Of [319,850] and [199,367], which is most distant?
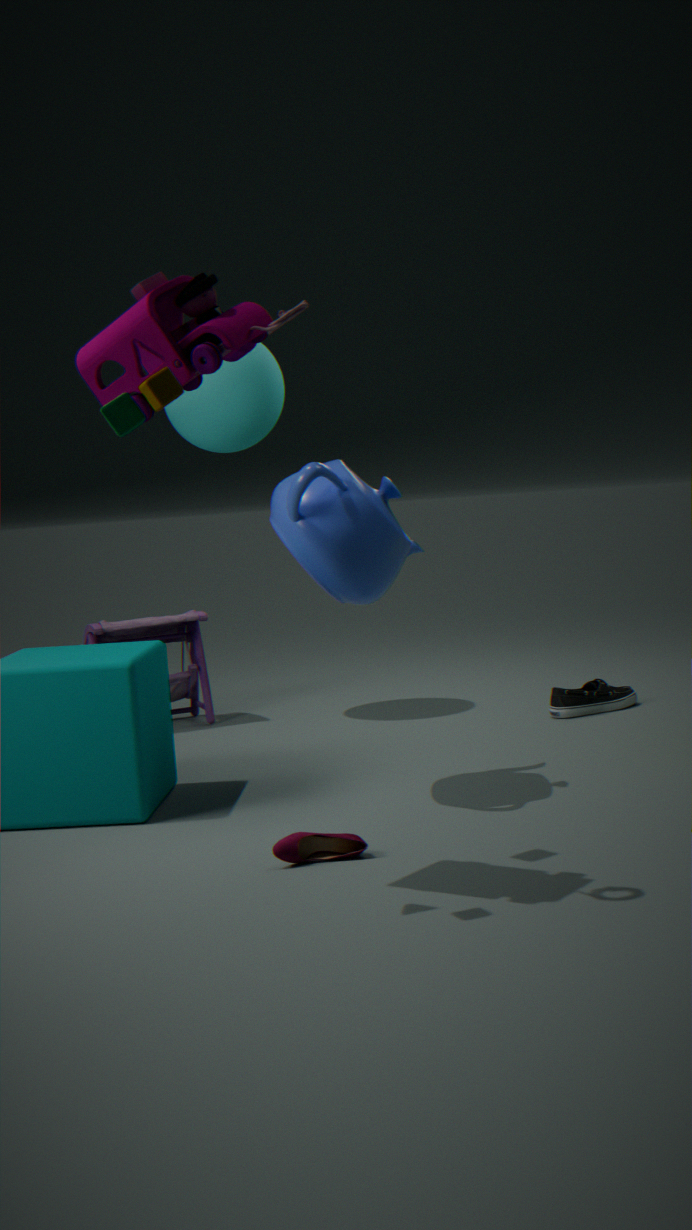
[319,850]
